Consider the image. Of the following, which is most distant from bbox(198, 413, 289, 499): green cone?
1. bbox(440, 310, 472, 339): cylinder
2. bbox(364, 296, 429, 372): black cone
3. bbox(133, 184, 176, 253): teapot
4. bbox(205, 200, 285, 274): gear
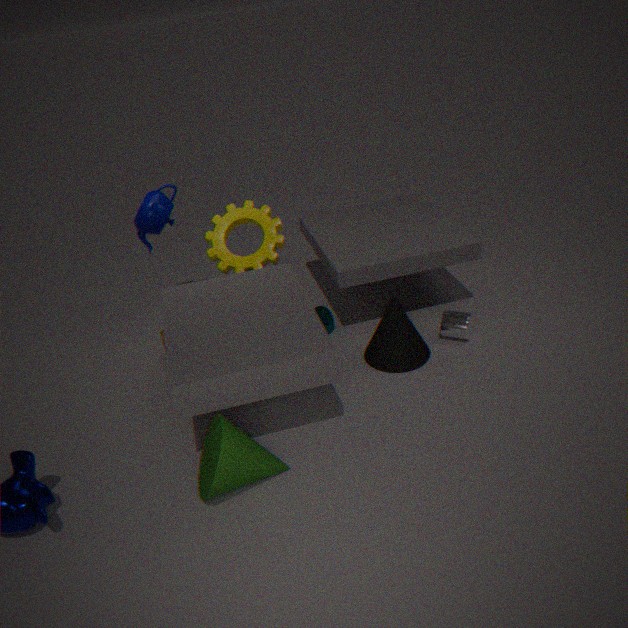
bbox(133, 184, 176, 253): teapot
